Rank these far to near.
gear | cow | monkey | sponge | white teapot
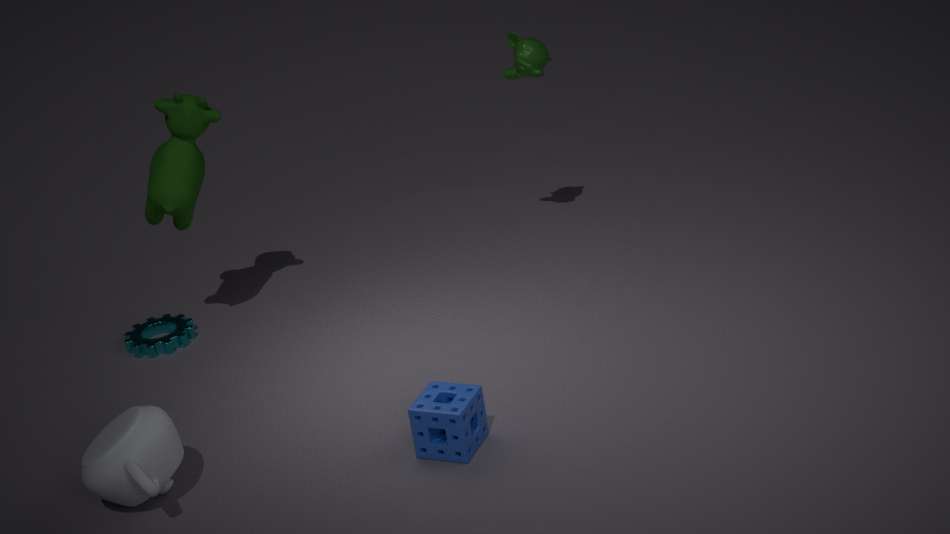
monkey → gear → cow → sponge → white teapot
